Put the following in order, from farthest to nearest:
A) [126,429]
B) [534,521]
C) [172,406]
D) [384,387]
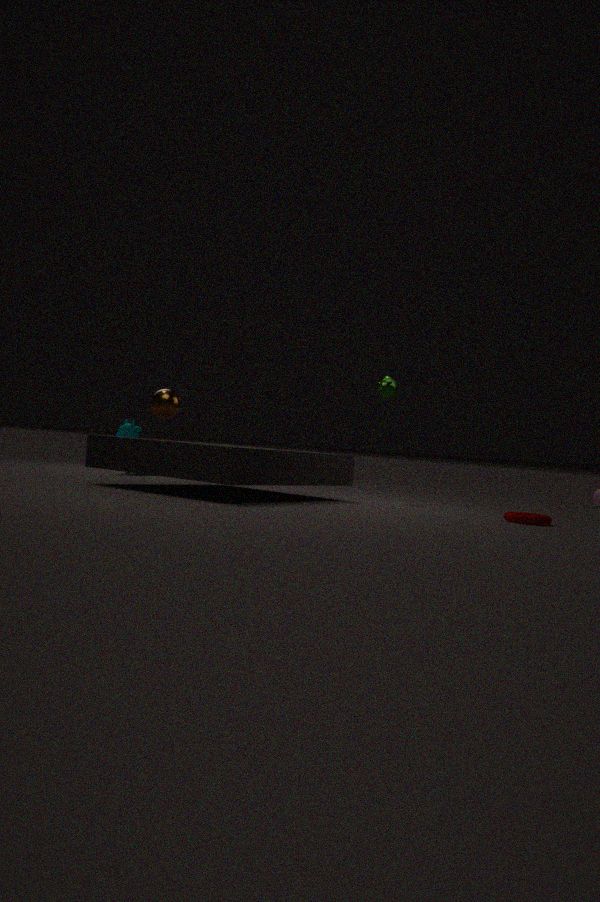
[126,429] → [384,387] → [172,406] → [534,521]
